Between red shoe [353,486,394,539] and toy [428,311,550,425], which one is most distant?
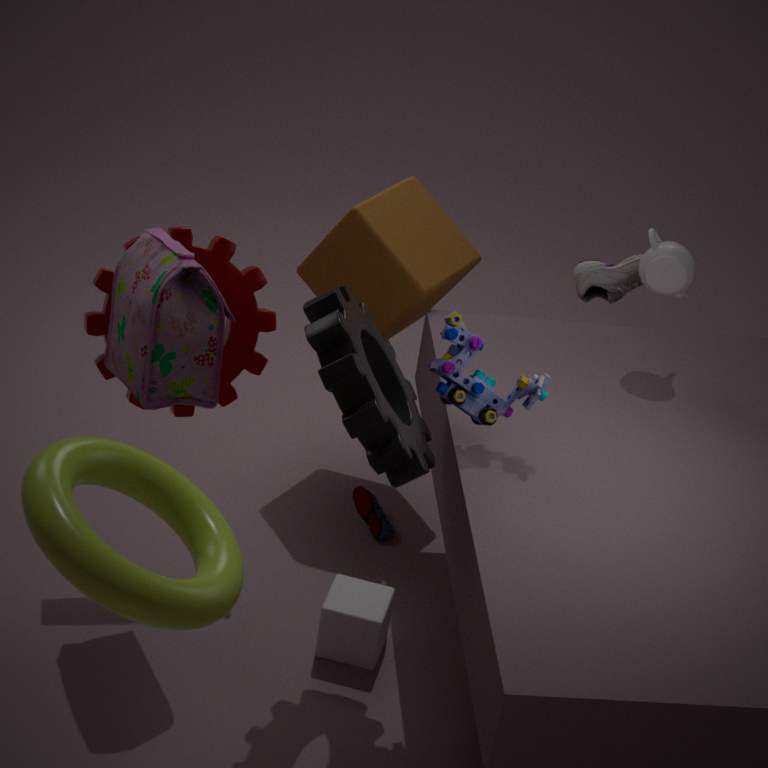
red shoe [353,486,394,539]
